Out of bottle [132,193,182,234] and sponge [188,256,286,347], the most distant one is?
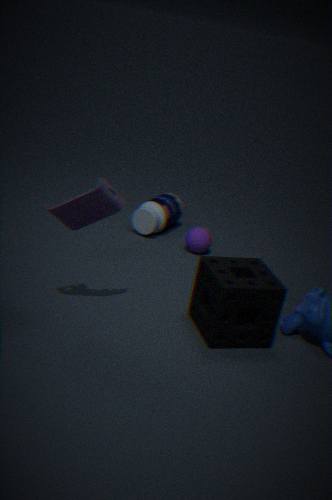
bottle [132,193,182,234]
